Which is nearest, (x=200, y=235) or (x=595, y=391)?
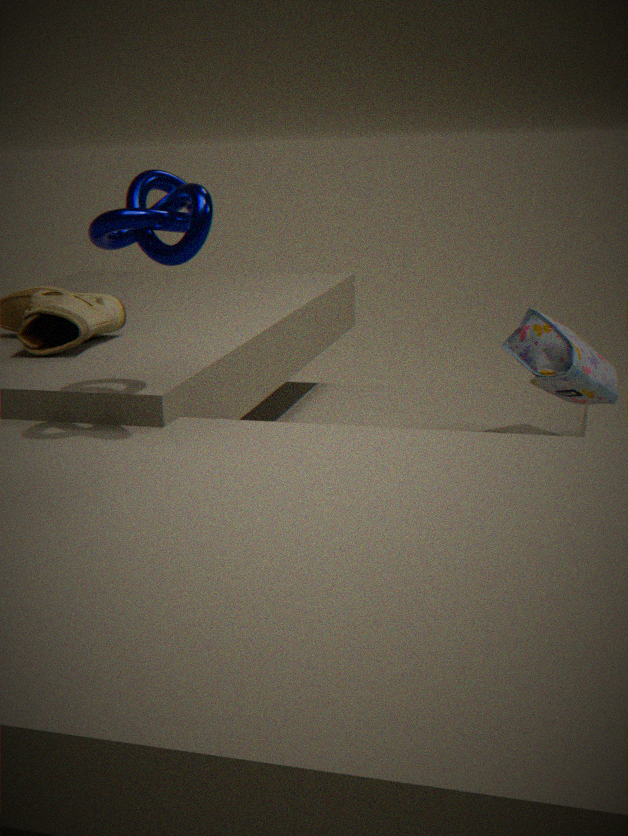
(x=200, y=235)
